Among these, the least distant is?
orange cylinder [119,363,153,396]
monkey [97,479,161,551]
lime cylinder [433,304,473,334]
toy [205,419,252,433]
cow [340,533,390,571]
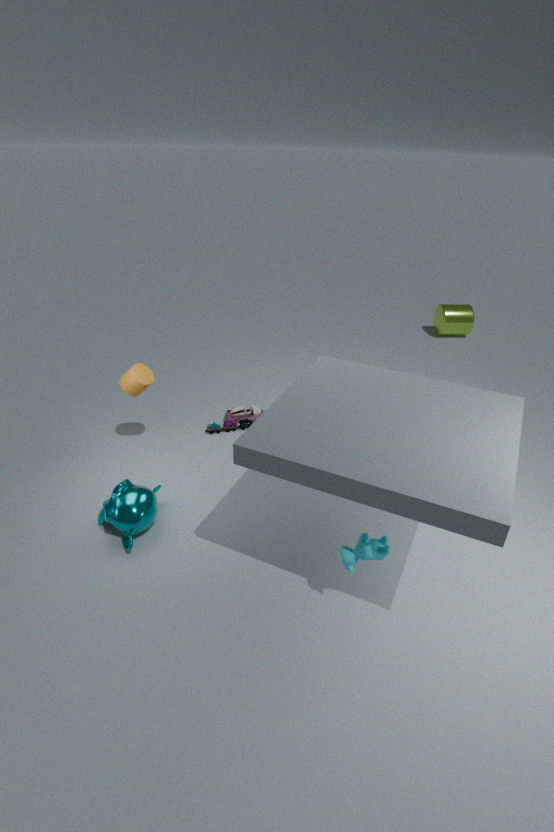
cow [340,533,390,571]
